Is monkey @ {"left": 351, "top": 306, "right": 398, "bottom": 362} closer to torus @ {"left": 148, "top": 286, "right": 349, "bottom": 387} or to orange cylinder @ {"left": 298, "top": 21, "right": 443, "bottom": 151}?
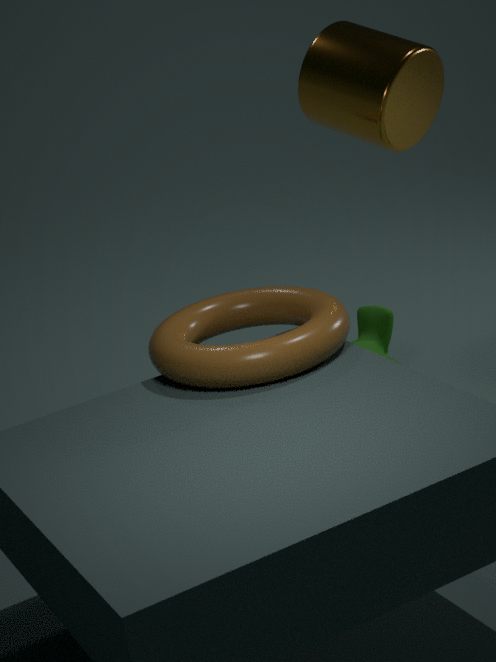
torus @ {"left": 148, "top": 286, "right": 349, "bottom": 387}
